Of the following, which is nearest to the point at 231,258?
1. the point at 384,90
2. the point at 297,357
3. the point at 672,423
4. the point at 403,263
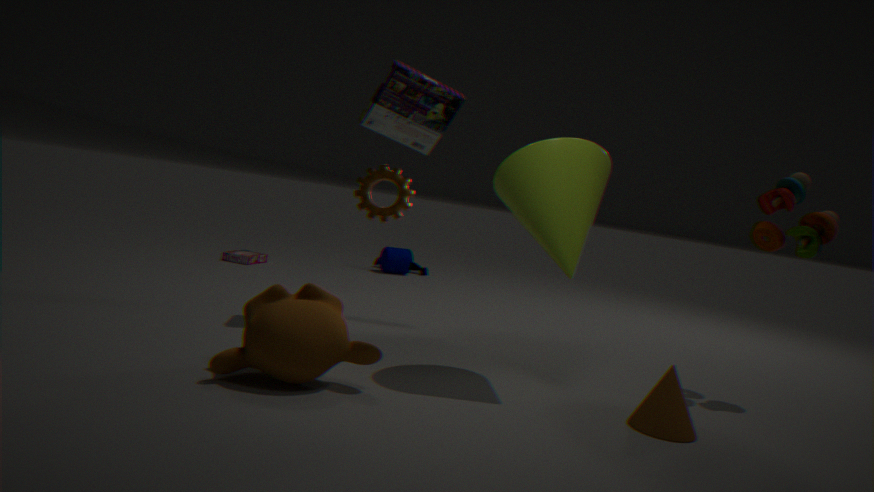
the point at 403,263
